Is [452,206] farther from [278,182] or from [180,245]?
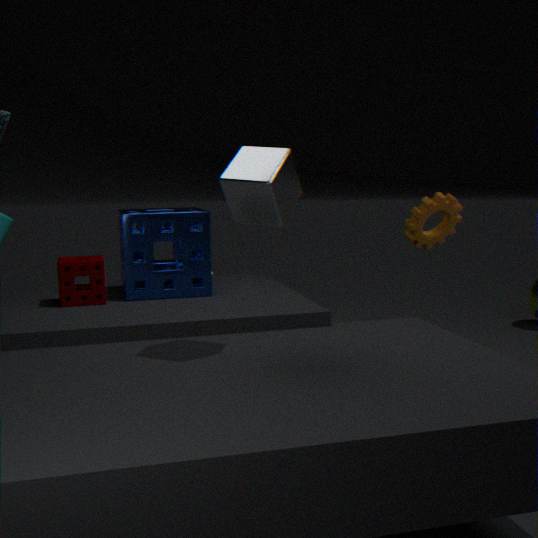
[180,245]
